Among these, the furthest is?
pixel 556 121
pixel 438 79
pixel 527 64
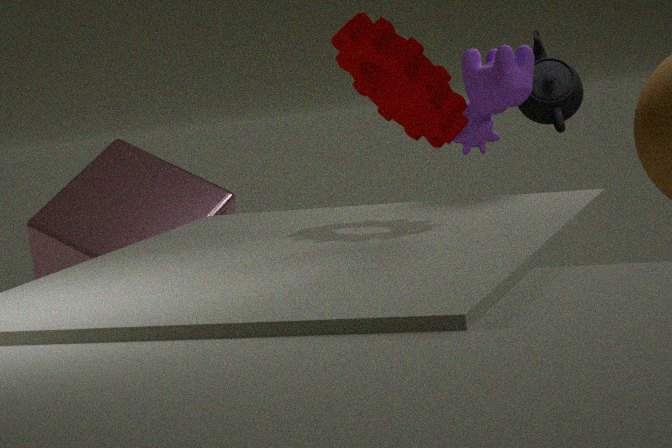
pixel 556 121
